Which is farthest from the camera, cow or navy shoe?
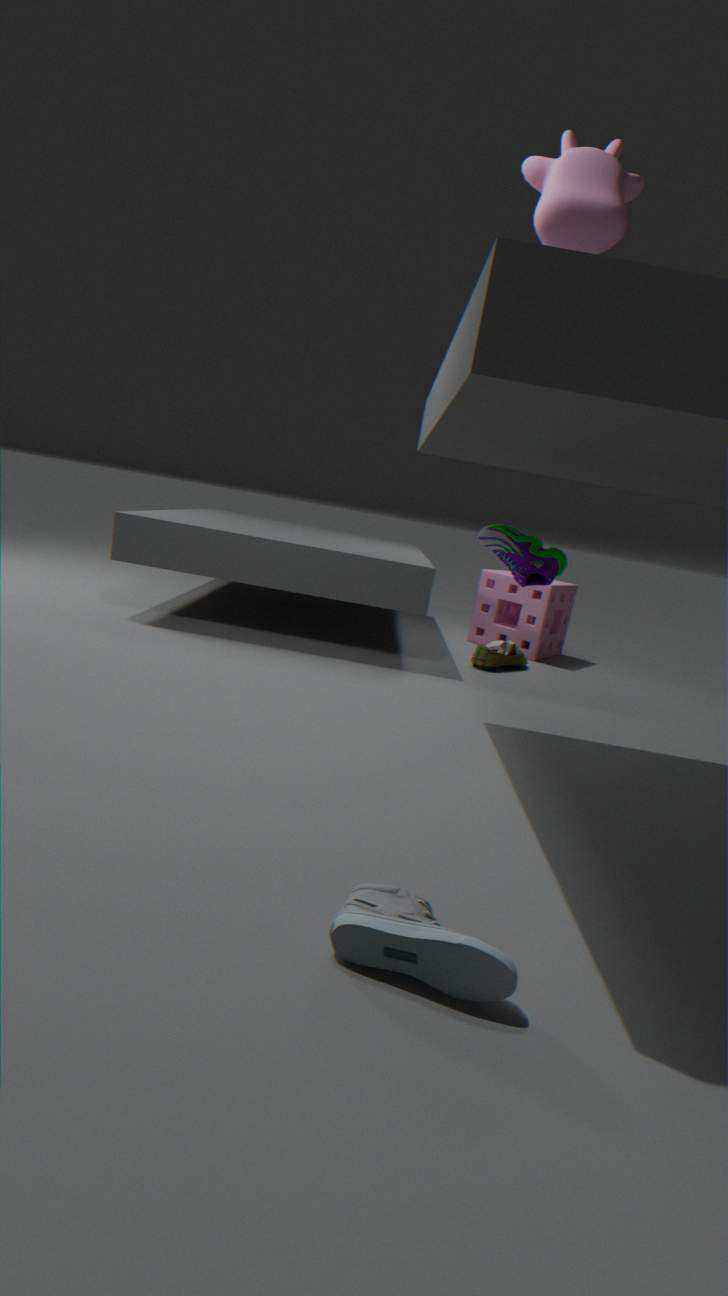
navy shoe
